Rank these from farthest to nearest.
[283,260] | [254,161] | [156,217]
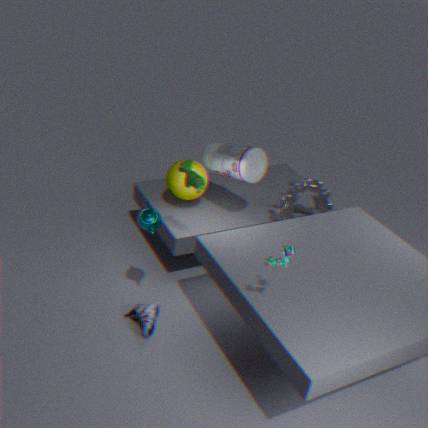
[254,161]
[156,217]
[283,260]
